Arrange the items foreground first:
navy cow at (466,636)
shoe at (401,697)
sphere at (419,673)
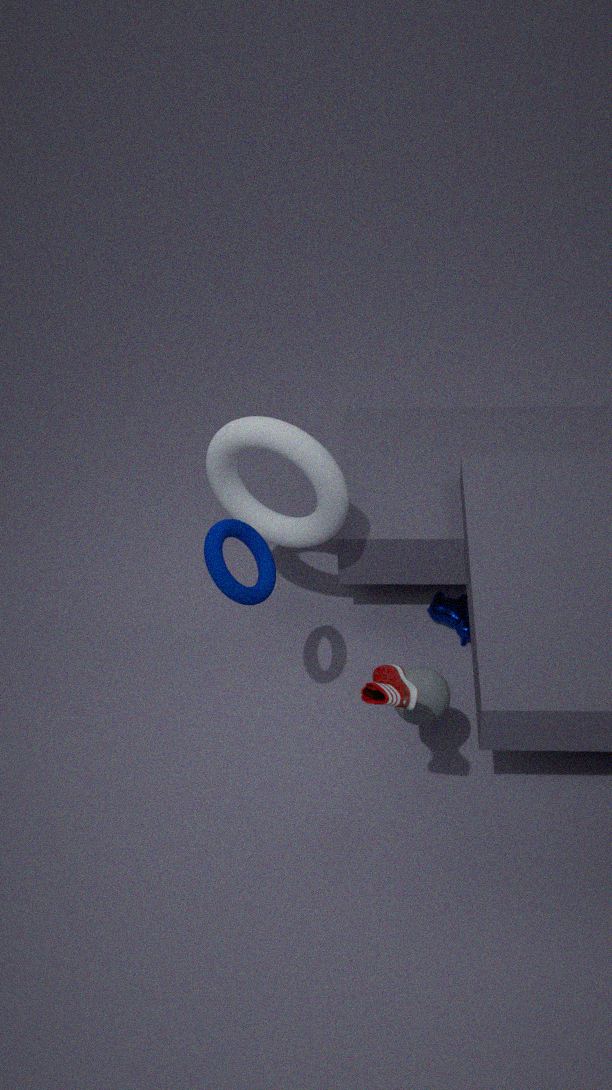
shoe at (401,697) → sphere at (419,673) → navy cow at (466,636)
